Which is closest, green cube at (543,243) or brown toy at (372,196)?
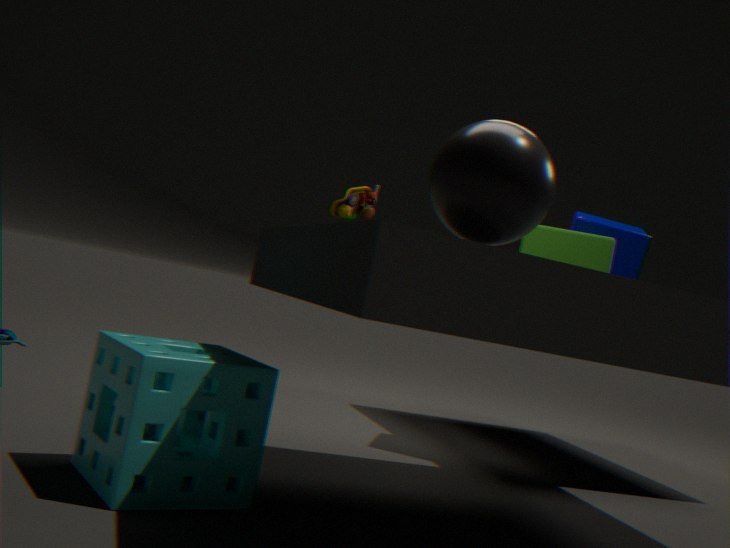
green cube at (543,243)
